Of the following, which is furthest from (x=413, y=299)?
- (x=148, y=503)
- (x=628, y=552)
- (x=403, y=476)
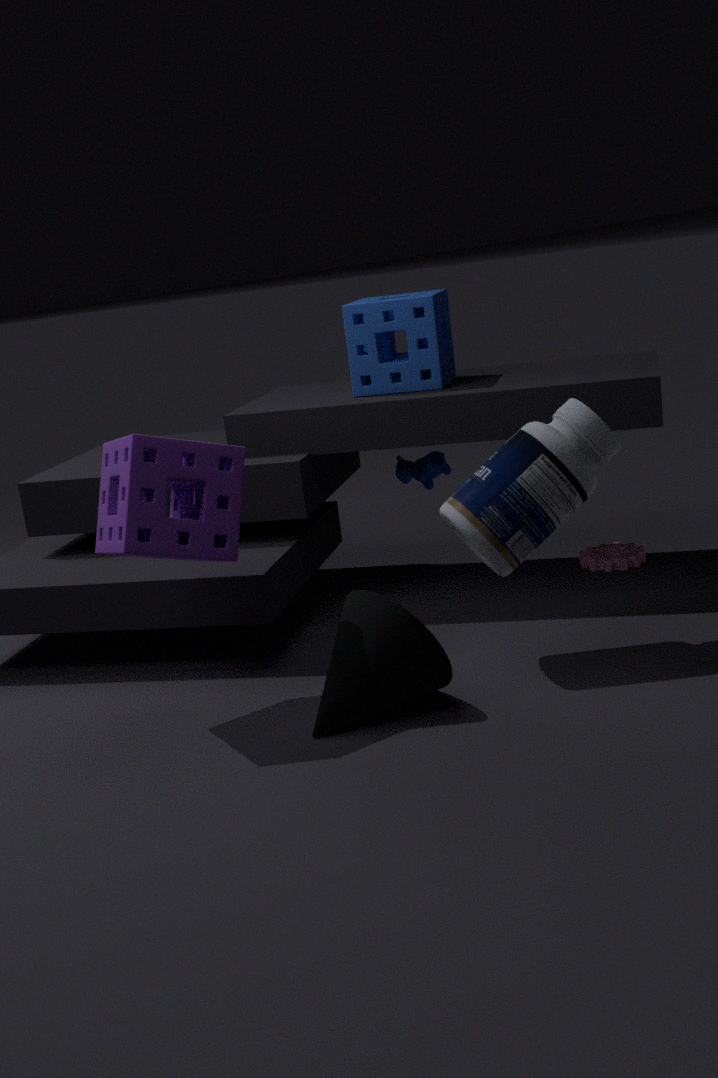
(x=148, y=503)
